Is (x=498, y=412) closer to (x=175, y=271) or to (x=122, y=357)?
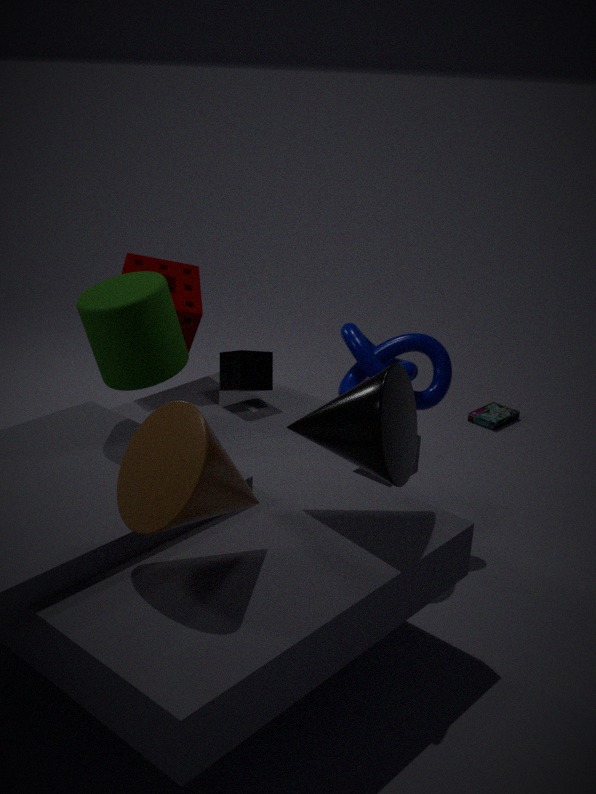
(x=175, y=271)
